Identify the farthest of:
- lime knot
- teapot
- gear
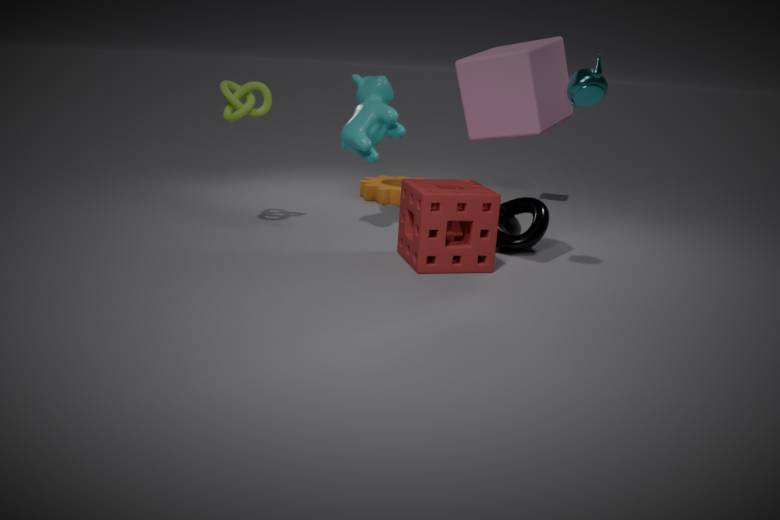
gear
